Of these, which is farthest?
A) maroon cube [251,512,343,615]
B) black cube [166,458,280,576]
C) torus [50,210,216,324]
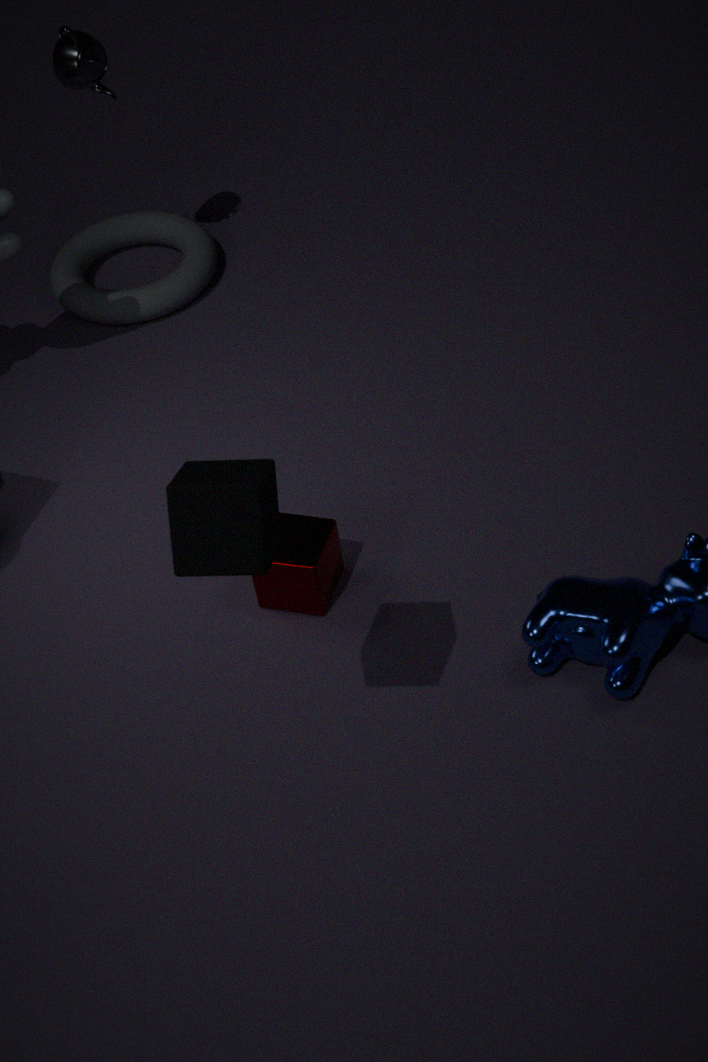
torus [50,210,216,324]
